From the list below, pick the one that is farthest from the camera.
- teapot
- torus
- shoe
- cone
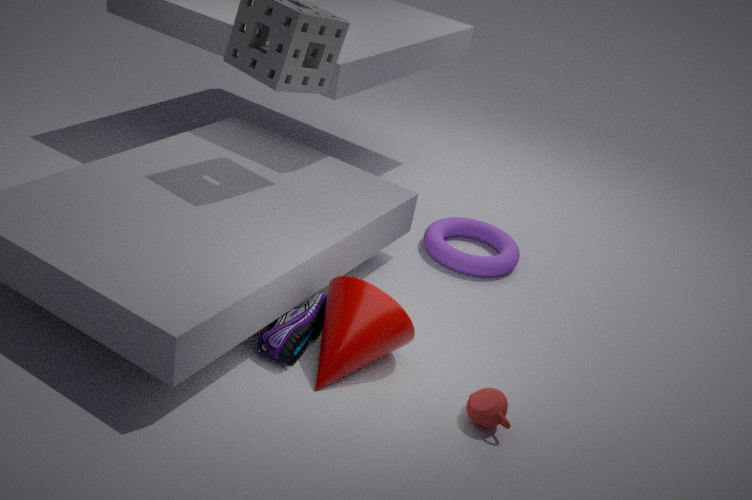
torus
